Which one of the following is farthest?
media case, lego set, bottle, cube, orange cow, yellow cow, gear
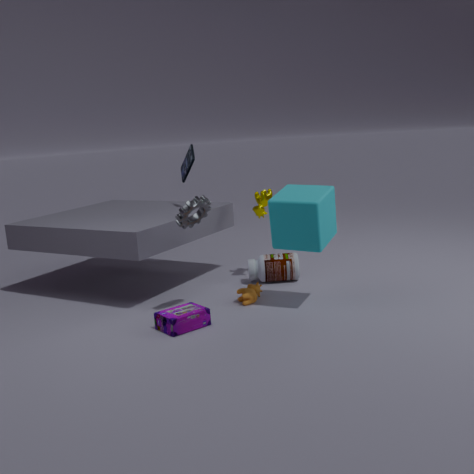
media case
